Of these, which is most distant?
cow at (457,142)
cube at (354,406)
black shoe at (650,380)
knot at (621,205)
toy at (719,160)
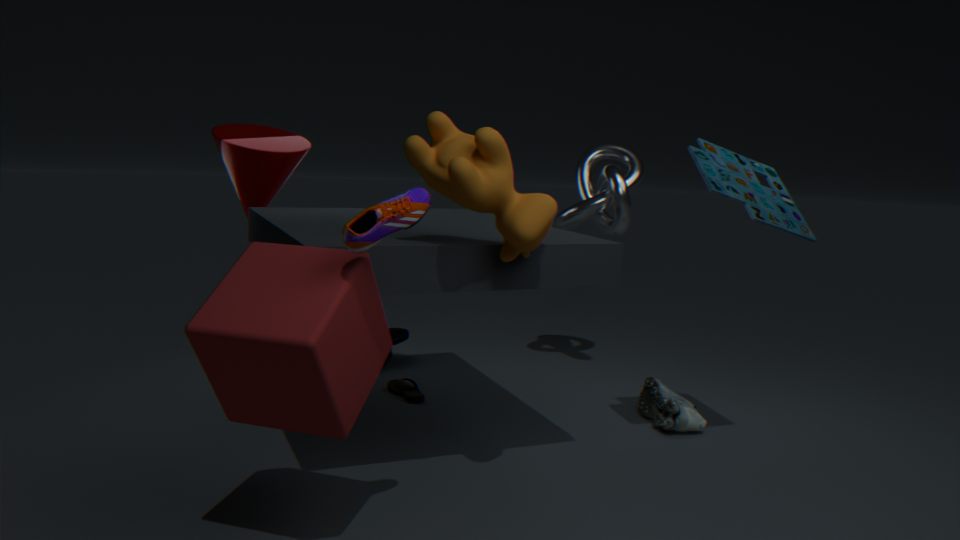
knot at (621,205)
